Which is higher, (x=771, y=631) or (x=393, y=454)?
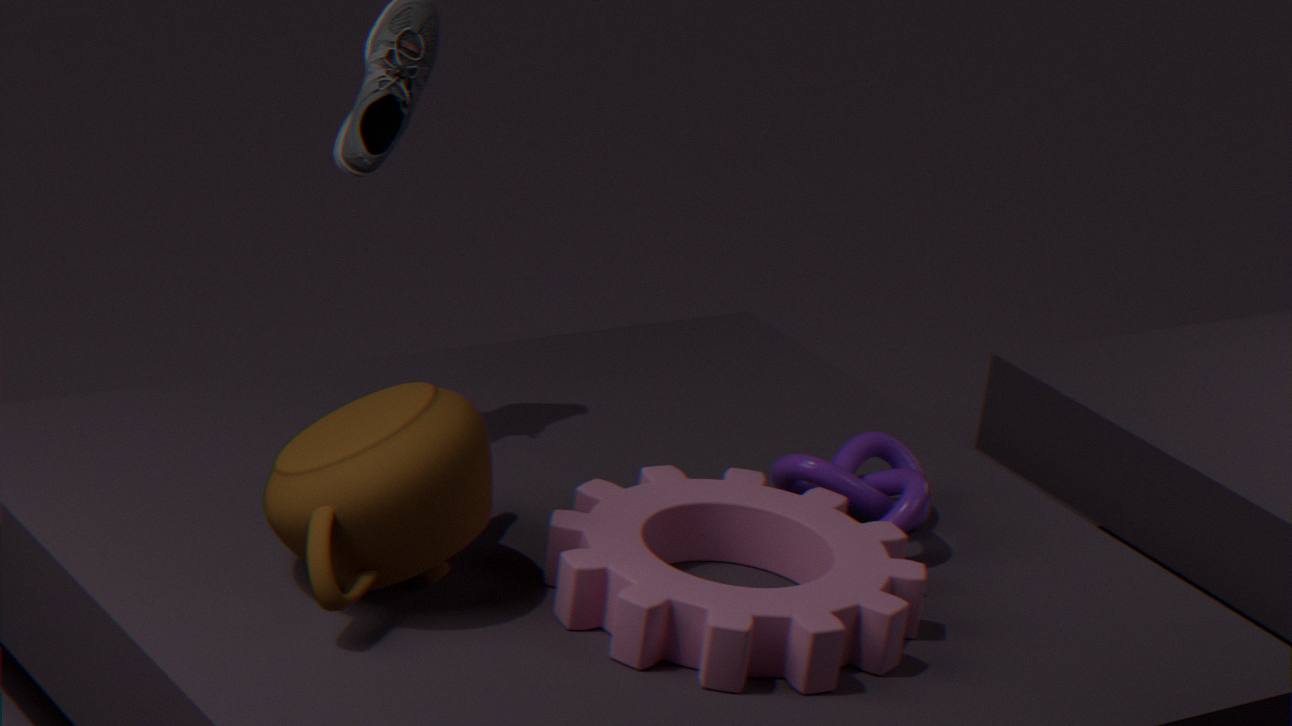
(x=393, y=454)
